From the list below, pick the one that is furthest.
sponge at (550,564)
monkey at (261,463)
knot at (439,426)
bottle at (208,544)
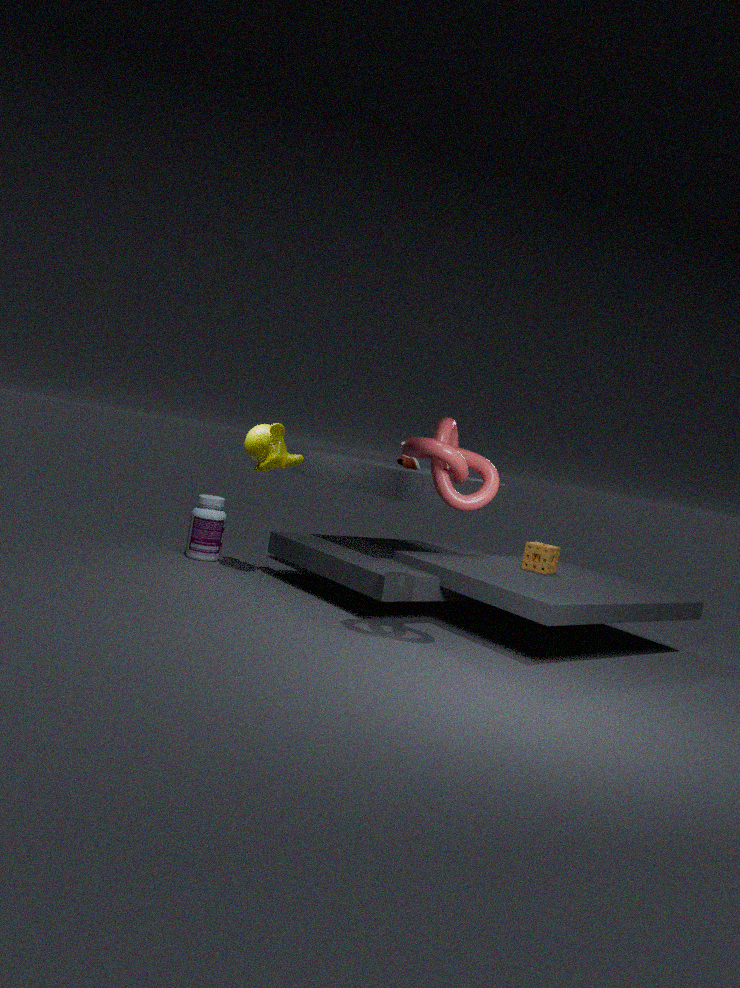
bottle at (208,544)
